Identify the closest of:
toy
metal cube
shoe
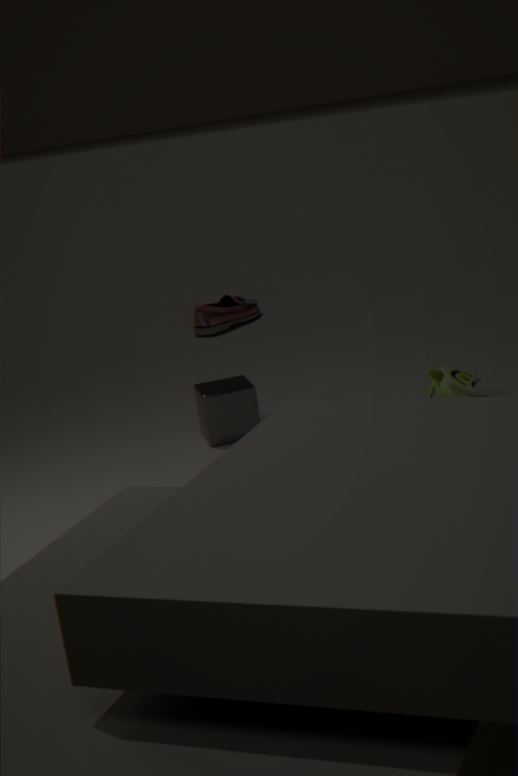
metal cube
